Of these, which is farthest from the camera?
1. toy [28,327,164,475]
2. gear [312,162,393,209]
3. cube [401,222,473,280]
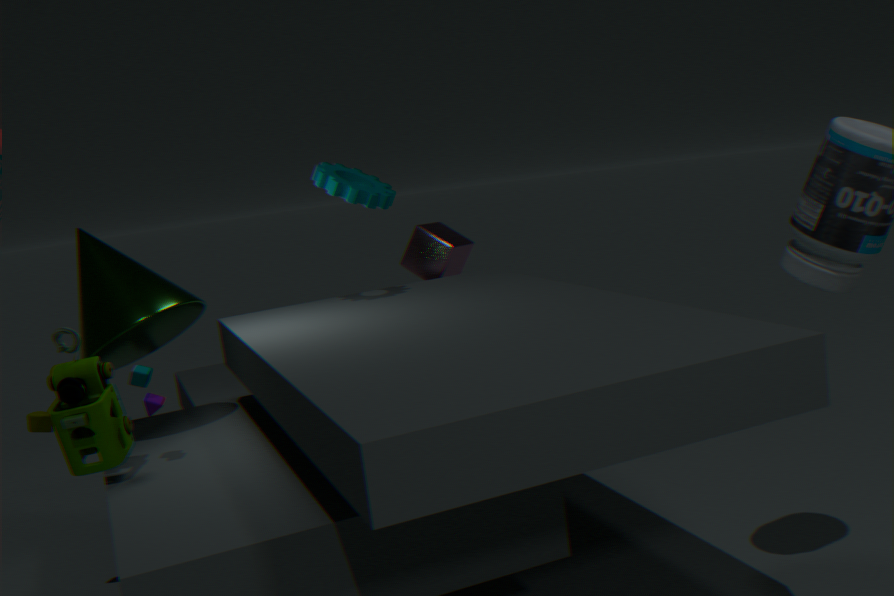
cube [401,222,473,280]
